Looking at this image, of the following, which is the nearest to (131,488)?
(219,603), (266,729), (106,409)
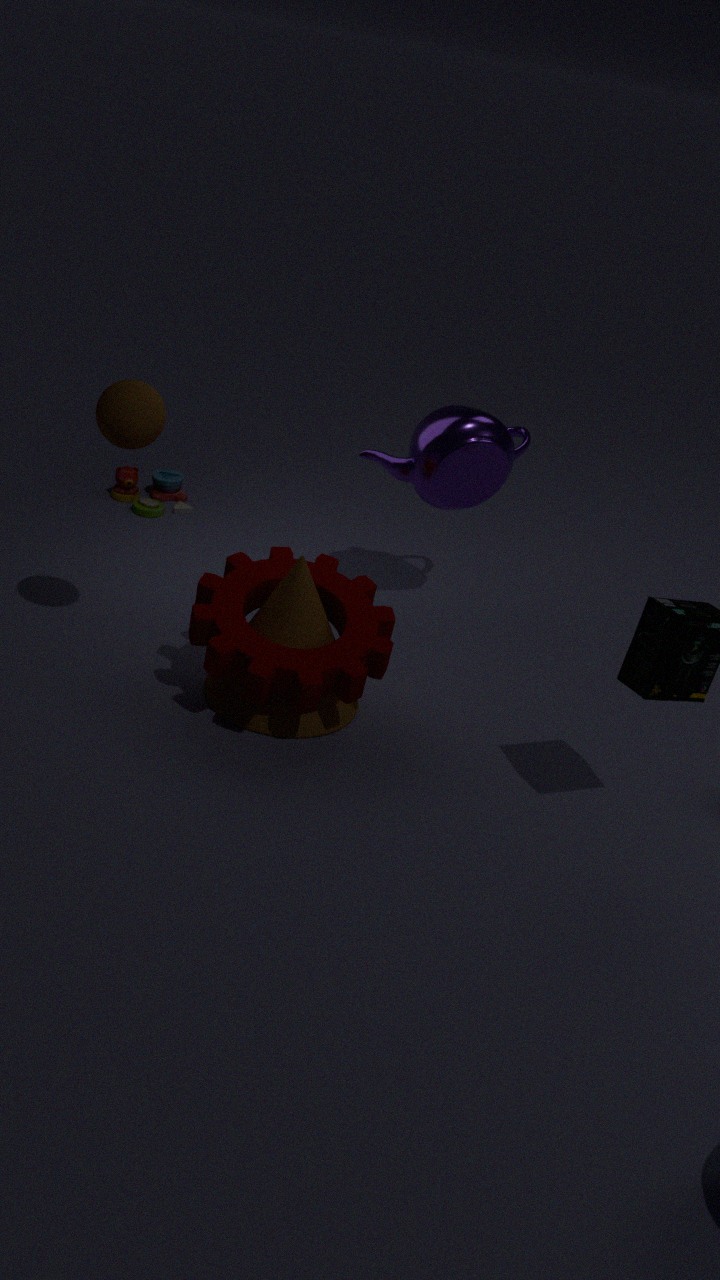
(106,409)
